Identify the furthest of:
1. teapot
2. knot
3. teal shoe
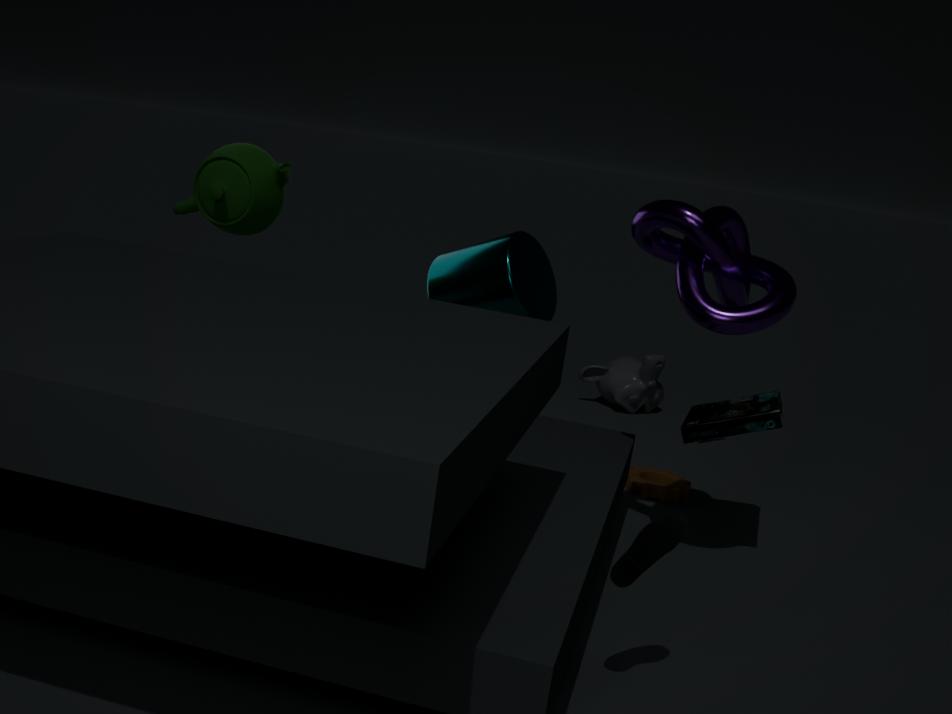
teapot
